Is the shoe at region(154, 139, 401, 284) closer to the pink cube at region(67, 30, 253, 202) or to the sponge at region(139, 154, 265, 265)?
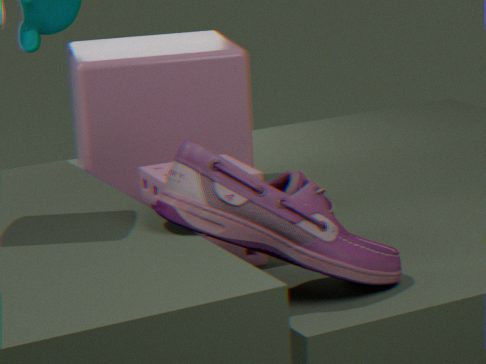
the sponge at region(139, 154, 265, 265)
